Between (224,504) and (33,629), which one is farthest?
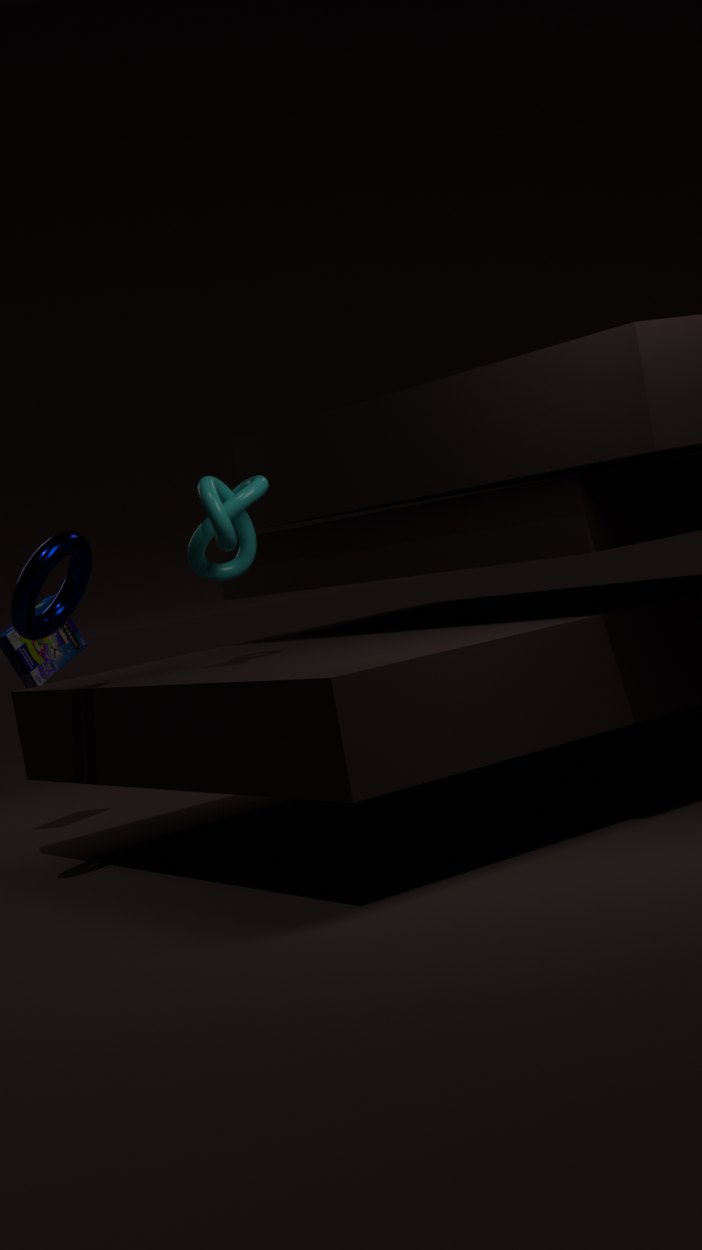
(224,504)
